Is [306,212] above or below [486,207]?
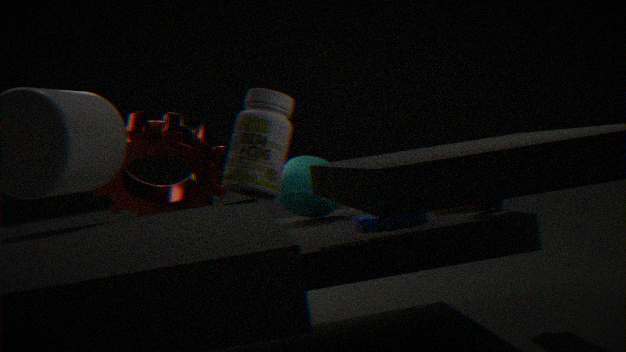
above
